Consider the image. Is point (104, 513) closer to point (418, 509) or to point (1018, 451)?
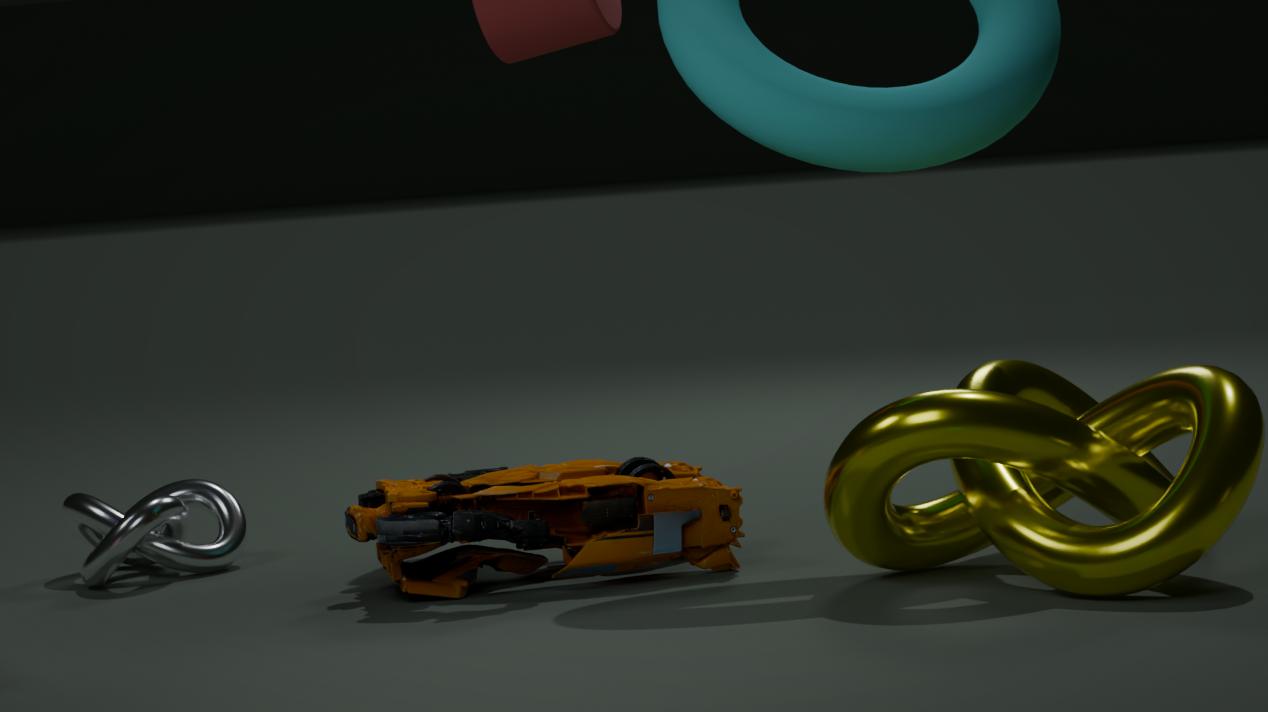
point (418, 509)
